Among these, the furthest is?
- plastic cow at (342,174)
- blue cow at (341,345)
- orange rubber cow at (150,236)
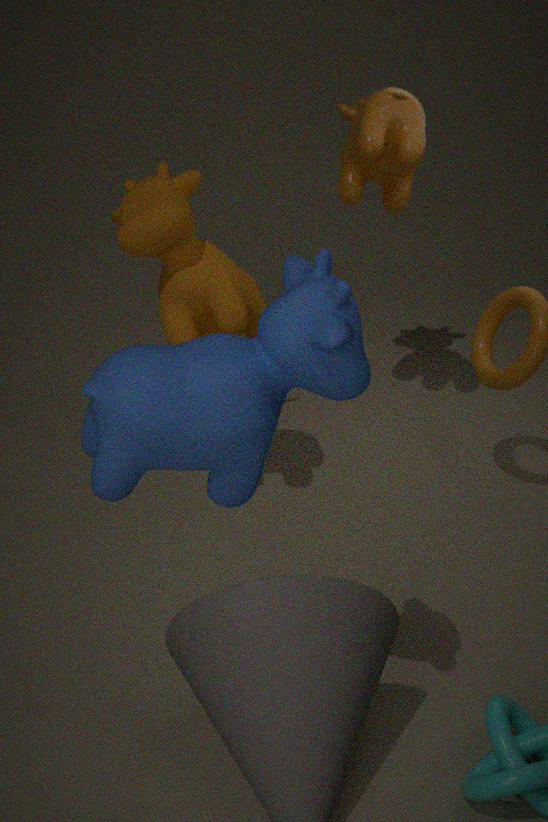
plastic cow at (342,174)
